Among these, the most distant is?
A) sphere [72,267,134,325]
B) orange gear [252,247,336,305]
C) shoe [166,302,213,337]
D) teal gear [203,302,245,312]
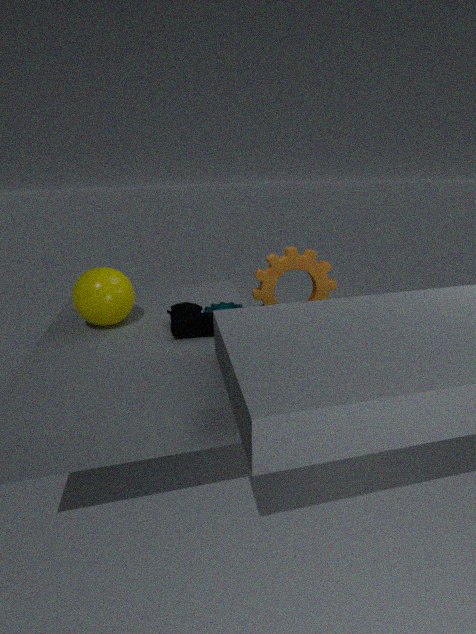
teal gear [203,302,245,312]
